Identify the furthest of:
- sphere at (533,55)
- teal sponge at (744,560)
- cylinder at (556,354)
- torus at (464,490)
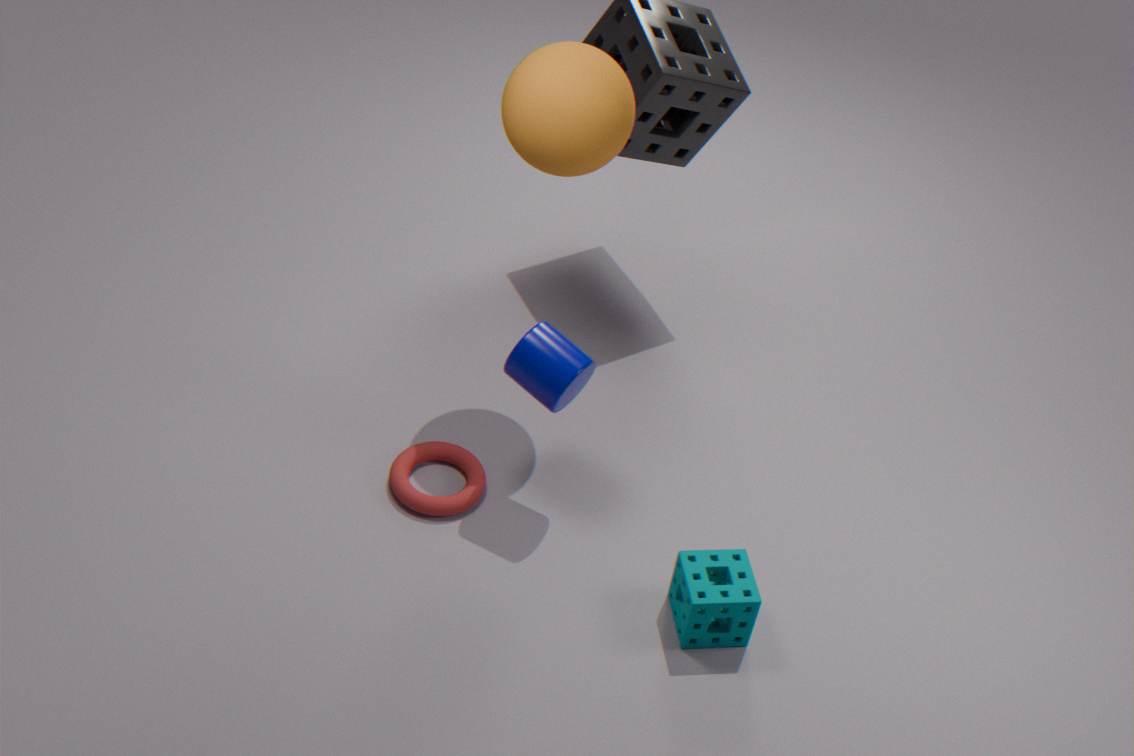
torus at (464,490)
